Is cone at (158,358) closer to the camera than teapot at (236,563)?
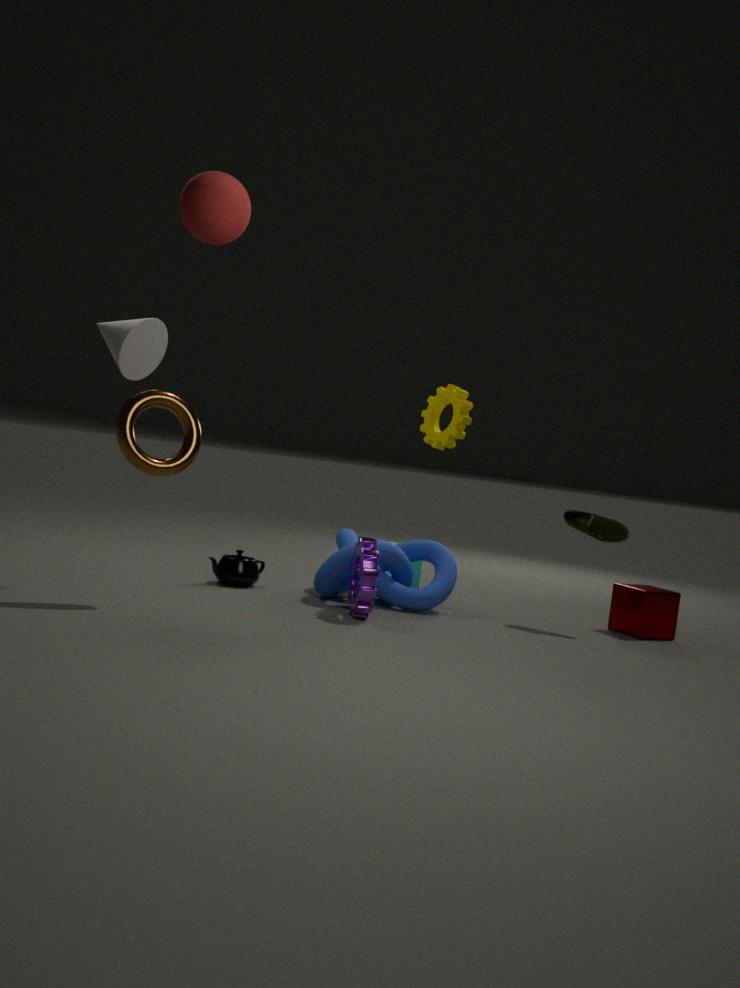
Yes
